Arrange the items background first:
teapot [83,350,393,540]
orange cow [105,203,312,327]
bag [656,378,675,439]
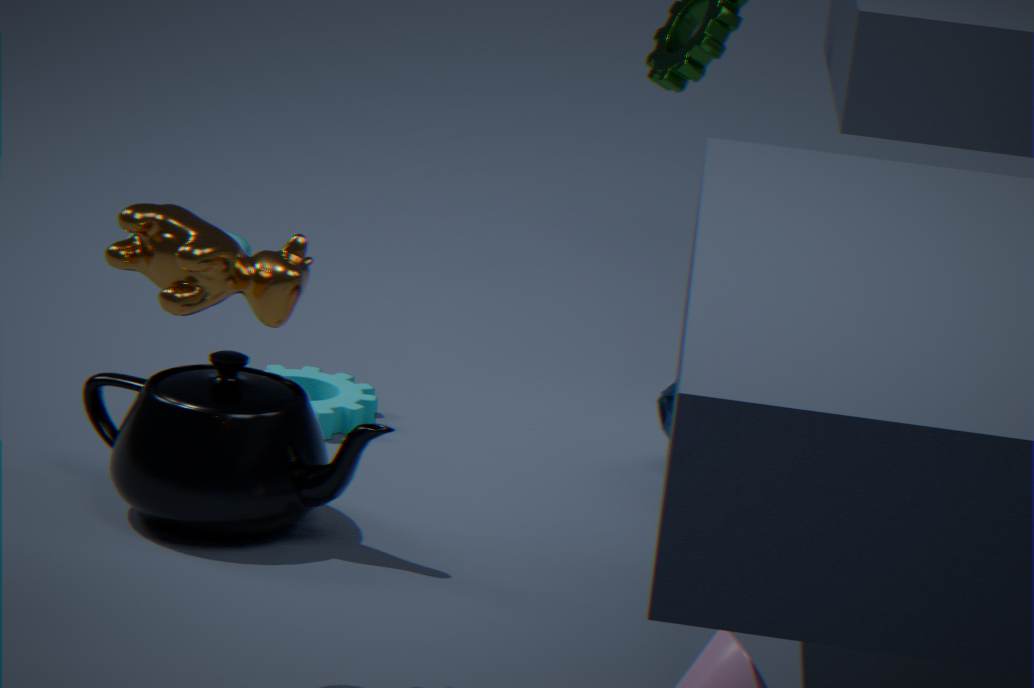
1. bag [656,378,675,439]
2. teapot [83,350,393,540]
3. orange cow [105,203,312,327]
